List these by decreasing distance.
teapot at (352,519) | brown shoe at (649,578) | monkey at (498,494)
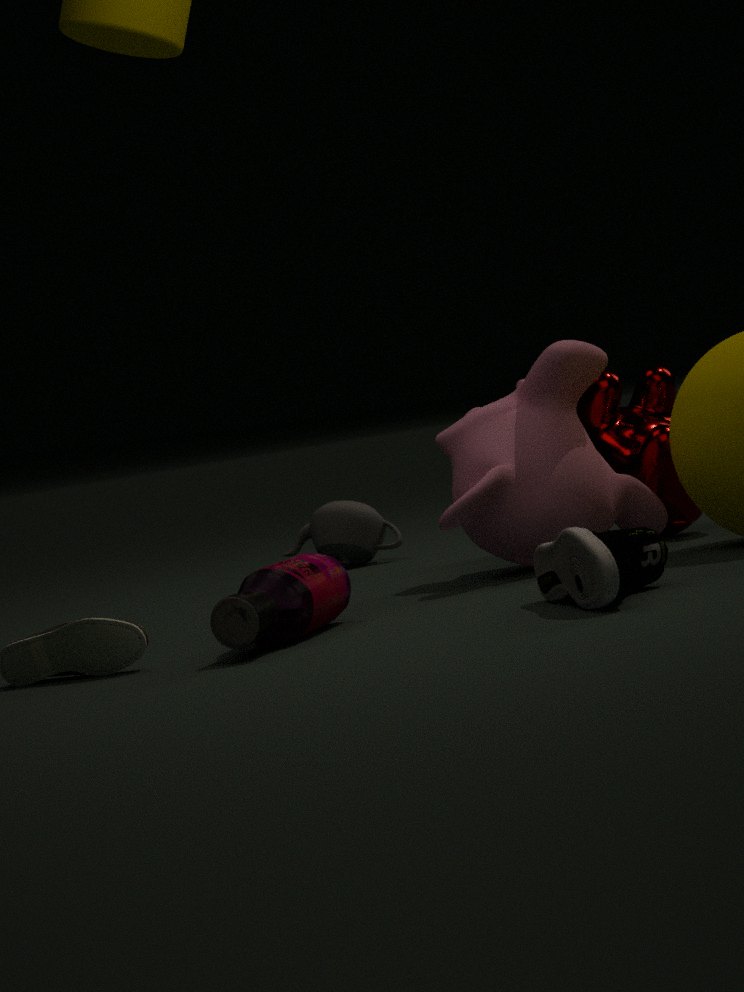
1. teapot at (352,519)
2. monkey at (498,494)
3. brown shoe at (649,578)
